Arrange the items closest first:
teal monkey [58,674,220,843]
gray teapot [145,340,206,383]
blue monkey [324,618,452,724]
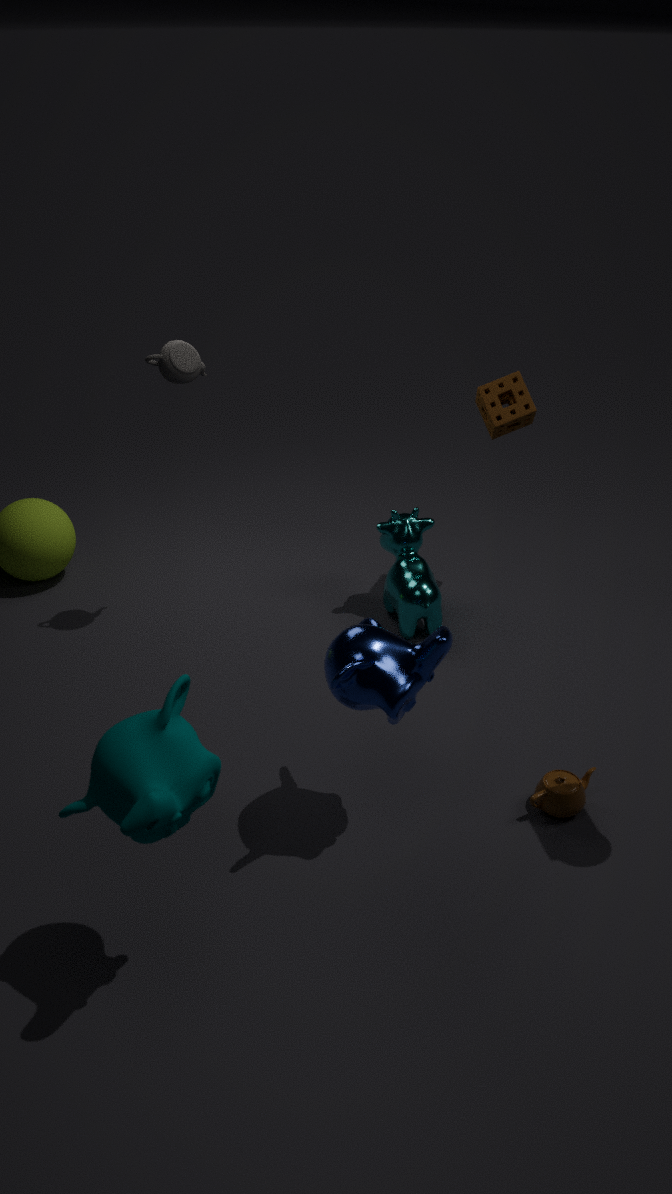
teal monkey [58,674,220,843], blue monkey [324,618,452,724], gray teapot [145,340,206,383]
